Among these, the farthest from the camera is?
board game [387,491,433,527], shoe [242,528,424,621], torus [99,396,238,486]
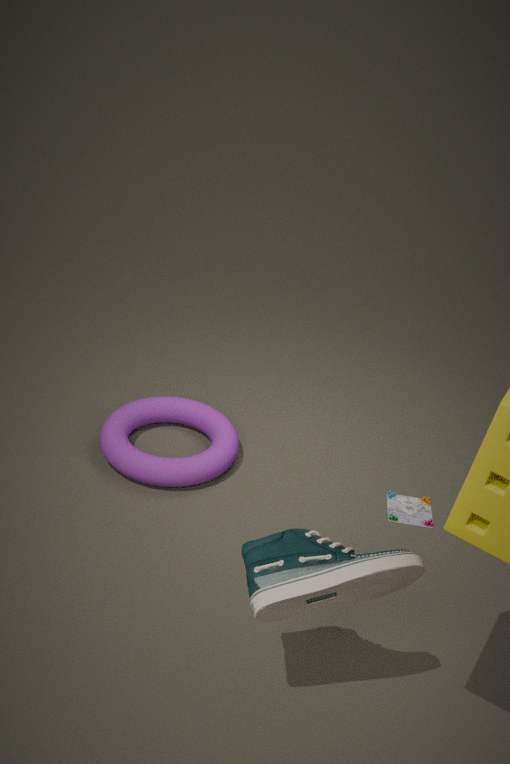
board game [387,491,433,527]
